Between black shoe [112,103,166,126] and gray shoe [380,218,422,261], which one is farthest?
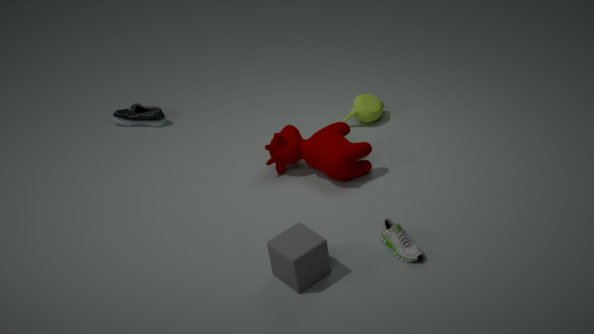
black shoe [112,103,166,126]
